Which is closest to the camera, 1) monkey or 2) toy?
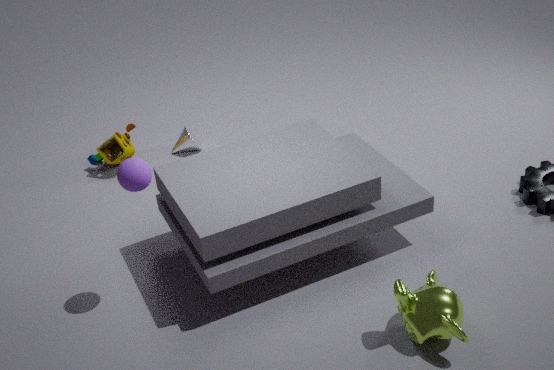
1. monkey
